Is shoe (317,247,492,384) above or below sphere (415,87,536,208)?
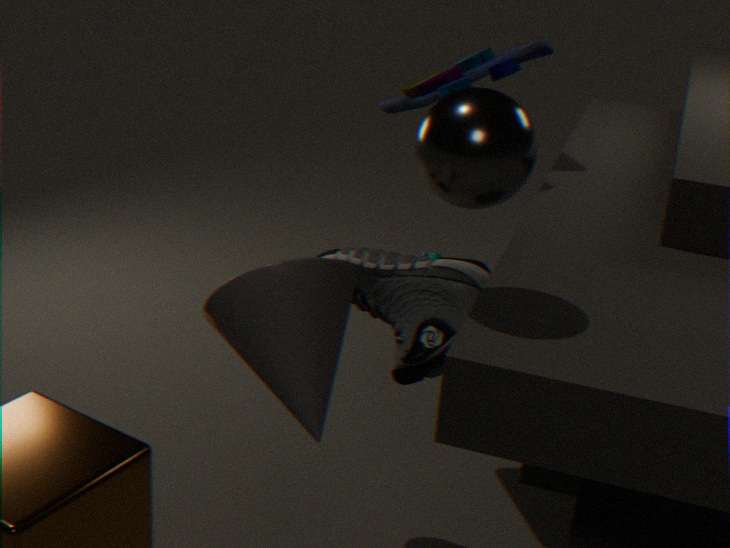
below
